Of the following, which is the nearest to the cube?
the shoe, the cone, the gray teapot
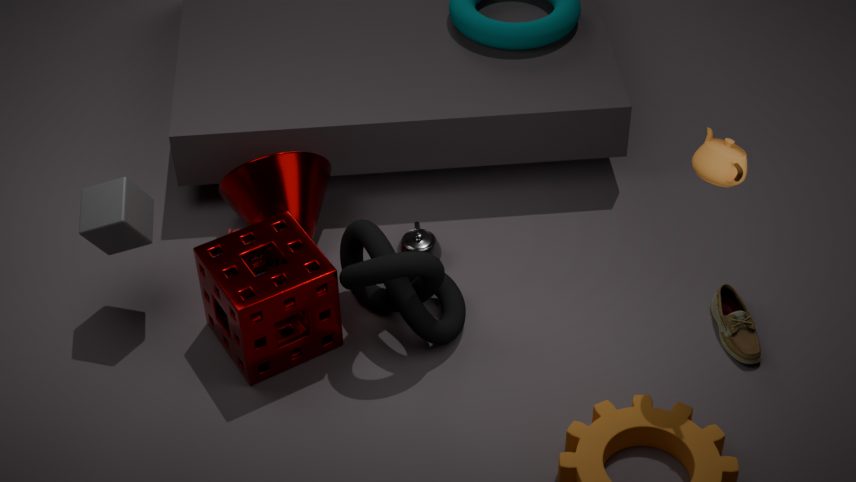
the cone
